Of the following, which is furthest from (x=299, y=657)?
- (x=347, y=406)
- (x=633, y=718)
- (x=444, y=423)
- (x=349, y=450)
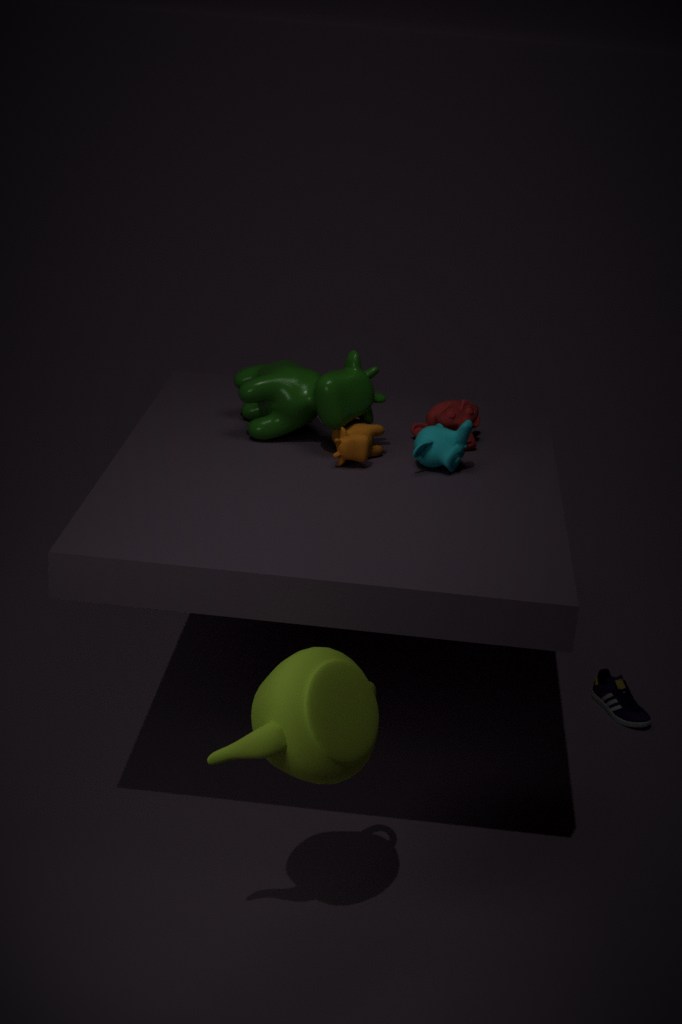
(x=633, y=718)
